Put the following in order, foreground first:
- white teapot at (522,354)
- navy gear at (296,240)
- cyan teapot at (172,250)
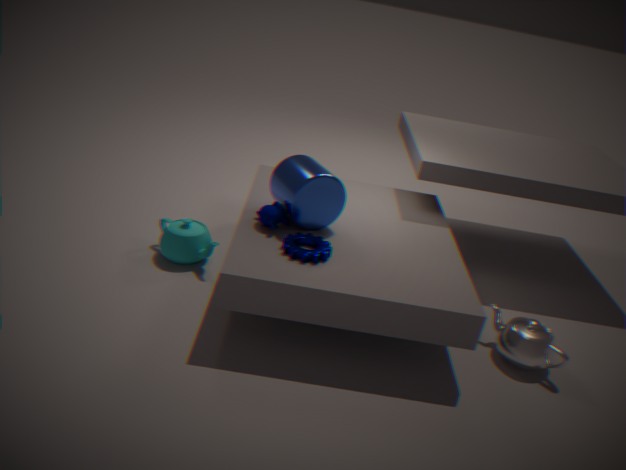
navy gear at (296,240)
white teapot at (522,354)
cyan teapot at (172,250)
